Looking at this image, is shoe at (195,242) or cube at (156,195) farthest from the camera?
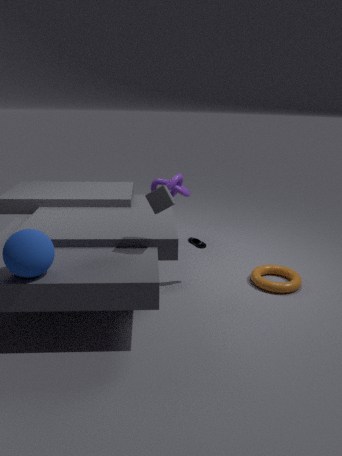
shoe at (195,242)
